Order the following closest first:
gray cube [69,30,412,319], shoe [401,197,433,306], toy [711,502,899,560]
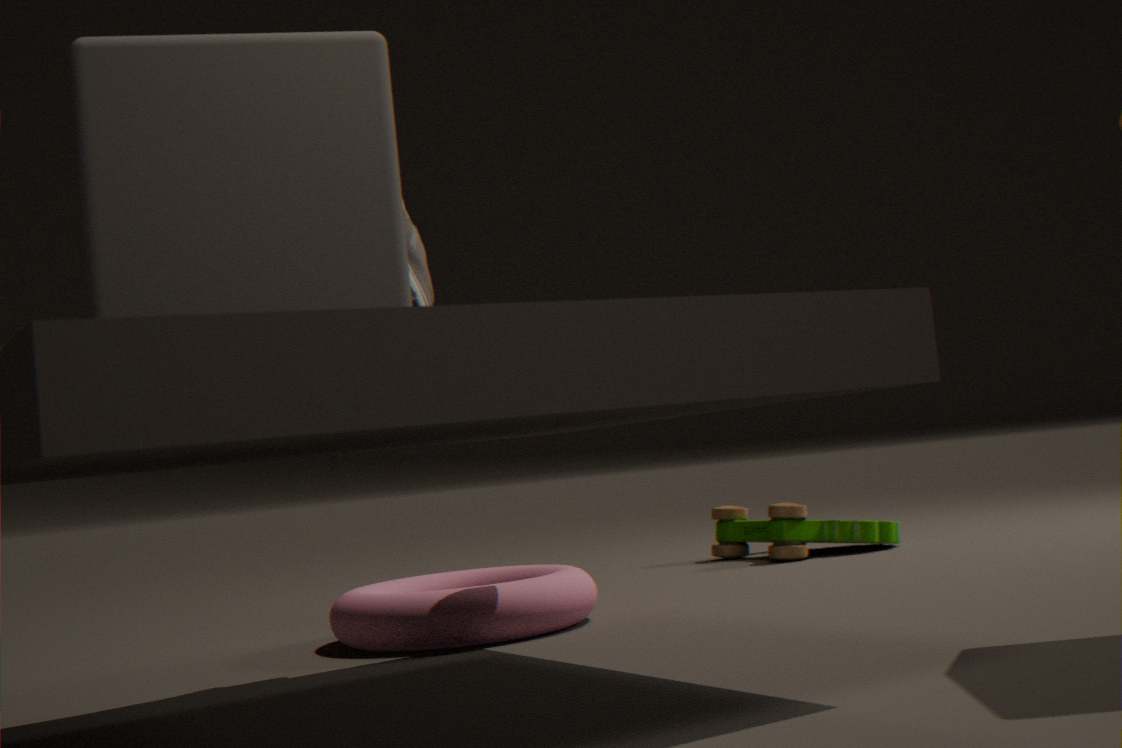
gray cube [69,30,412,319] → shoe [401,197,433,306] → toy [711,502,899,560]
